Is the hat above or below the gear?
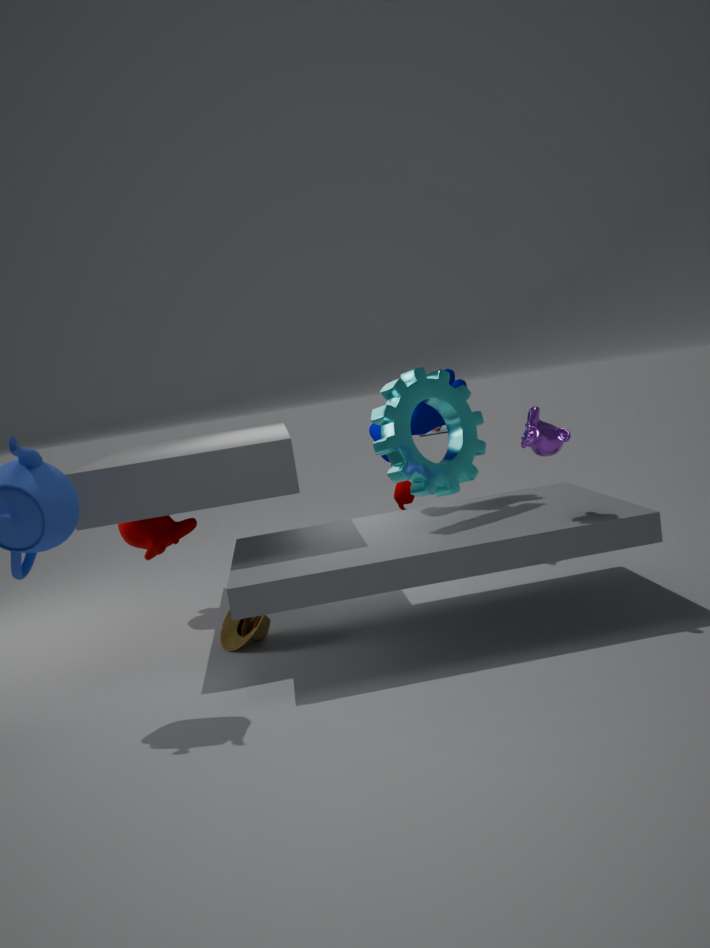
below
